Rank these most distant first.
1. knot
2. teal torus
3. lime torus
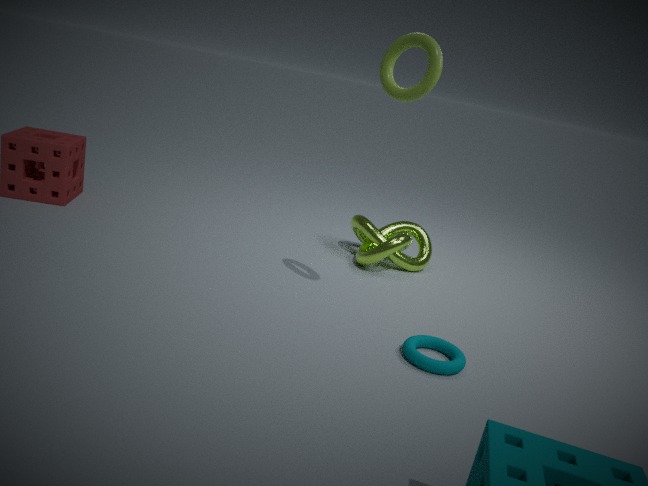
knot
teal torus
lime torus
